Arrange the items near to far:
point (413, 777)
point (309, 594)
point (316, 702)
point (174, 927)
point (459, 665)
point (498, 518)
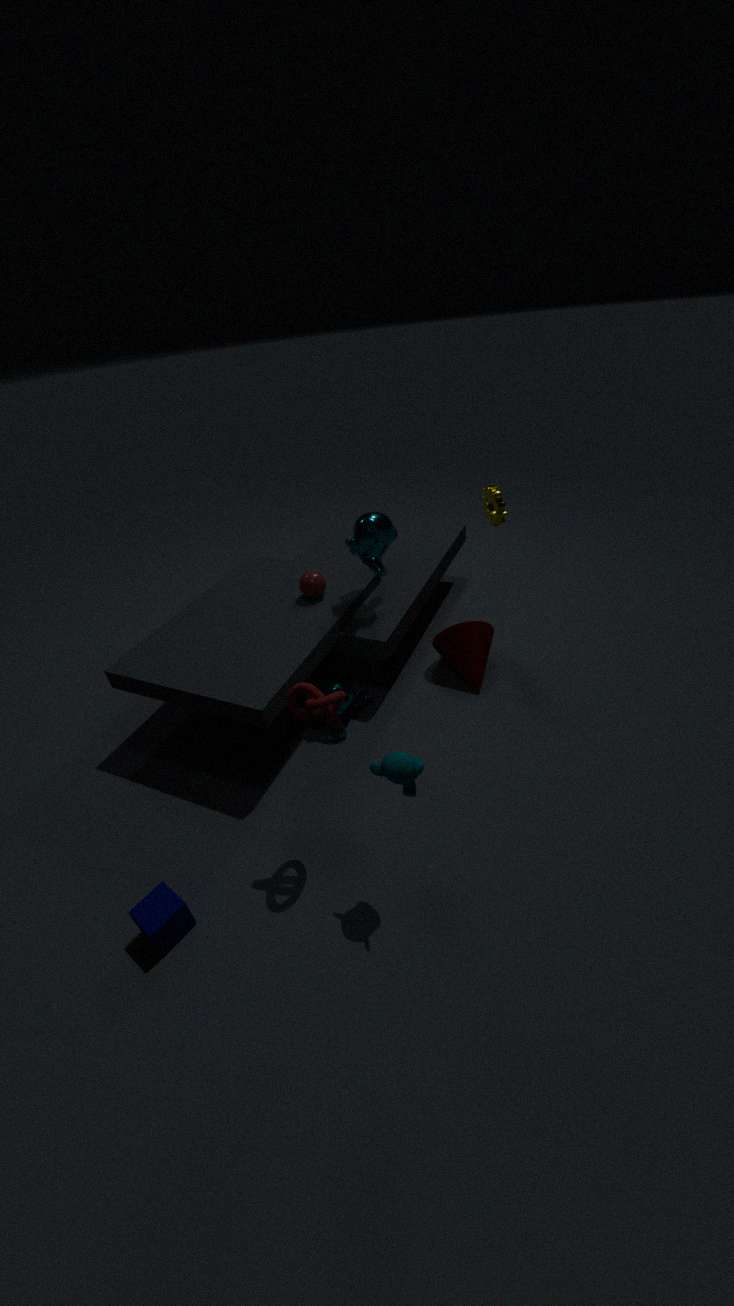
1. point (413, 777)
2. point (316, 702)
3. point (174, 927)
4. point (309, 594)
5. point (498, 518)
6. point (459, 665)
